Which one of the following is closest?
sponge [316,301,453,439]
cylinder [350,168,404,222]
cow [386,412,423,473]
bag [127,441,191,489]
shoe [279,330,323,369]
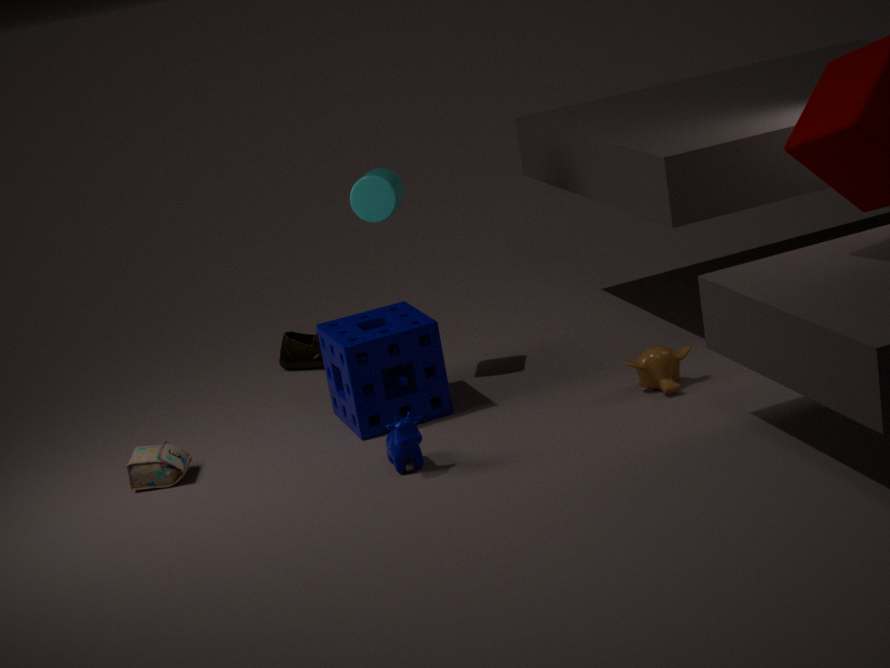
cow [386,412,423,473]
